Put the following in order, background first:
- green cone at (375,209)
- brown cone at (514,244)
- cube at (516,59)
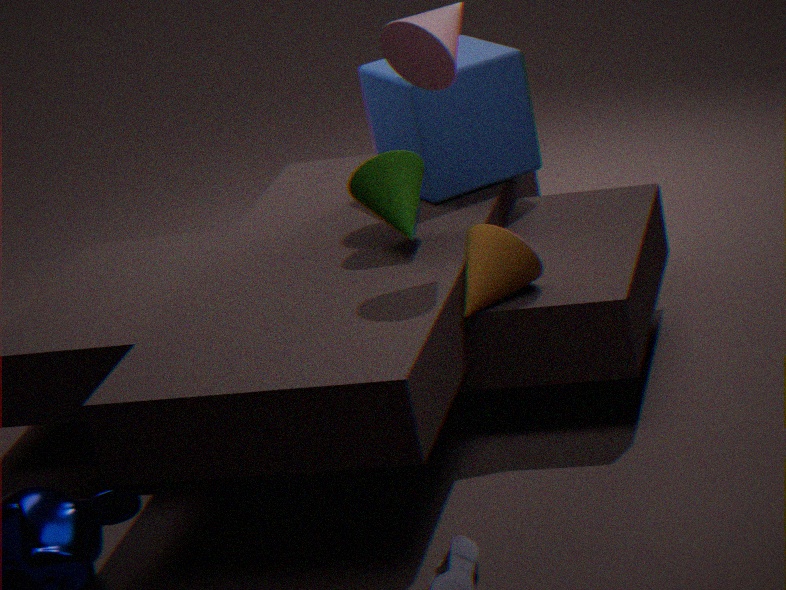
cube at (516,59) < green cone at (375,209) < brown cone at (514,244)
